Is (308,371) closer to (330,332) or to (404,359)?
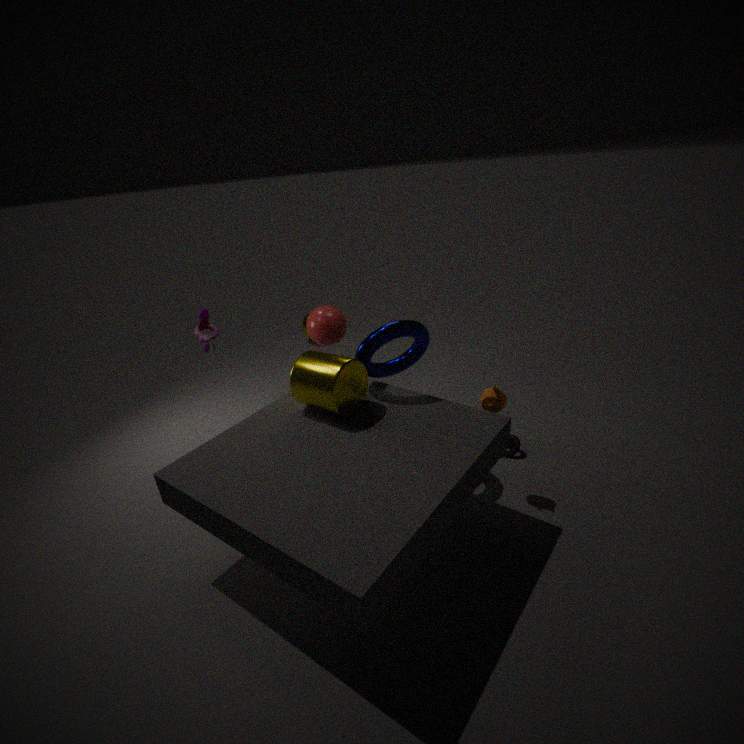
(404,359)
